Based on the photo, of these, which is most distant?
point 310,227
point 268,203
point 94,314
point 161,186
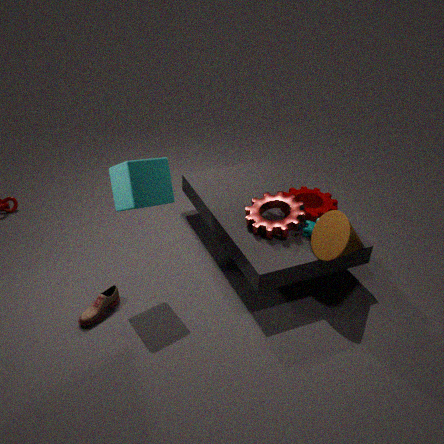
point 268,203
